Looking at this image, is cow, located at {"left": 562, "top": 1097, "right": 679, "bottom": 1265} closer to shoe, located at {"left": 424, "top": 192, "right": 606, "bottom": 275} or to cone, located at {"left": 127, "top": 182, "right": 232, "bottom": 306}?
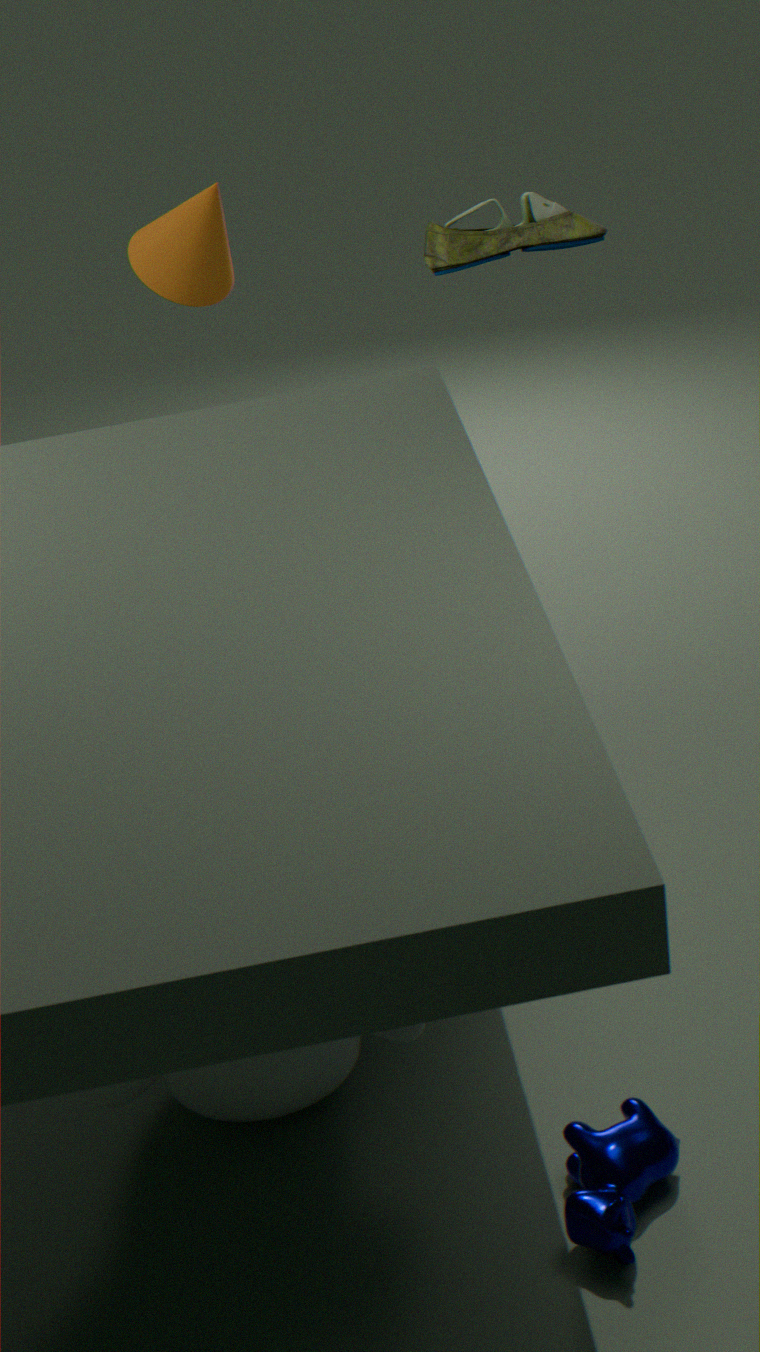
shoe, located at {"left": 424, "top": 192, "right": 606, "bottom": 275}
